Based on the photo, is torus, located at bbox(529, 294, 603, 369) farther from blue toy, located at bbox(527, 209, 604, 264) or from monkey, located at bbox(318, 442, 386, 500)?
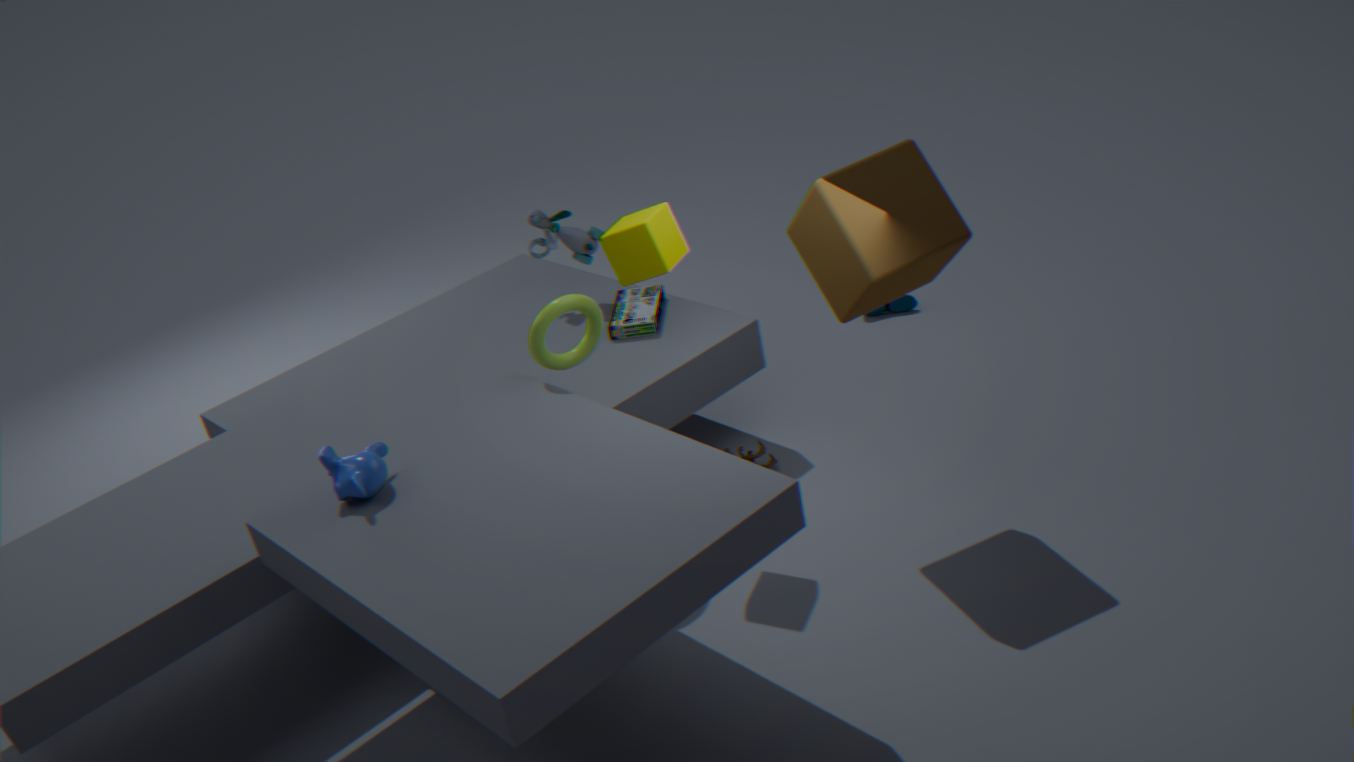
blue toy, located at bbox(527, 209, 604, 264)
